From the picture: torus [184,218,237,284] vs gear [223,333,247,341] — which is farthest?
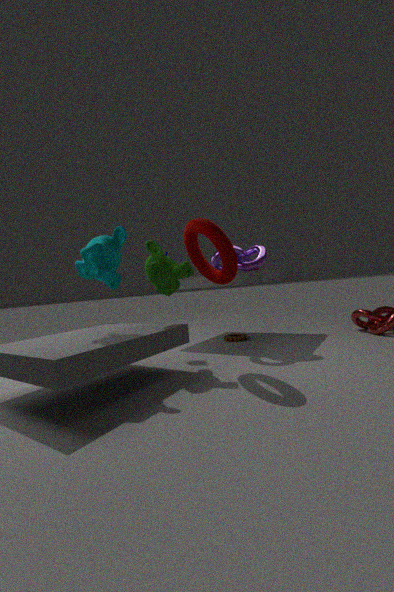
gear [223,333,247,341]
